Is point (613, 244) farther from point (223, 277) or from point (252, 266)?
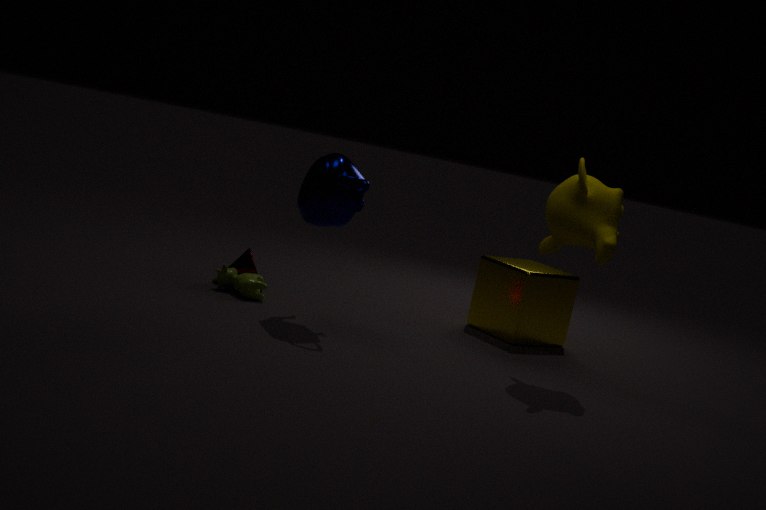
point (252, 266)
